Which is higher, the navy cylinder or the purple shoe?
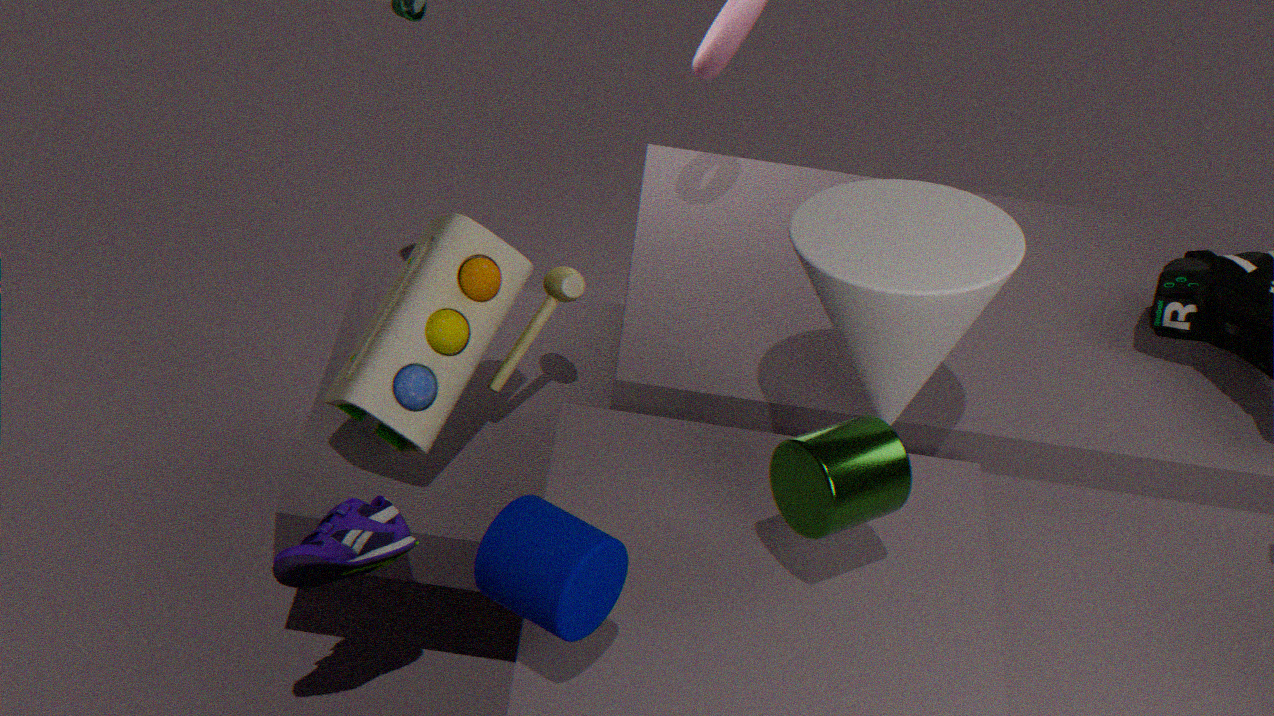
the navy cylinder
